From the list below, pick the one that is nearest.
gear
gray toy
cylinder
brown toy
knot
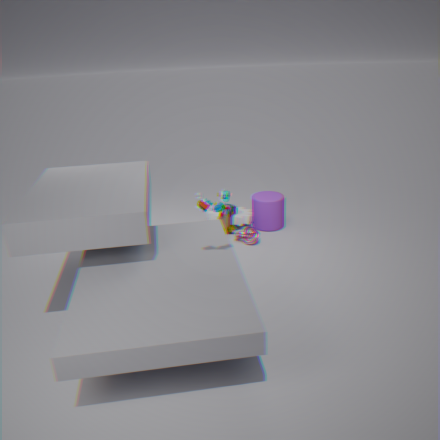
gray toy
